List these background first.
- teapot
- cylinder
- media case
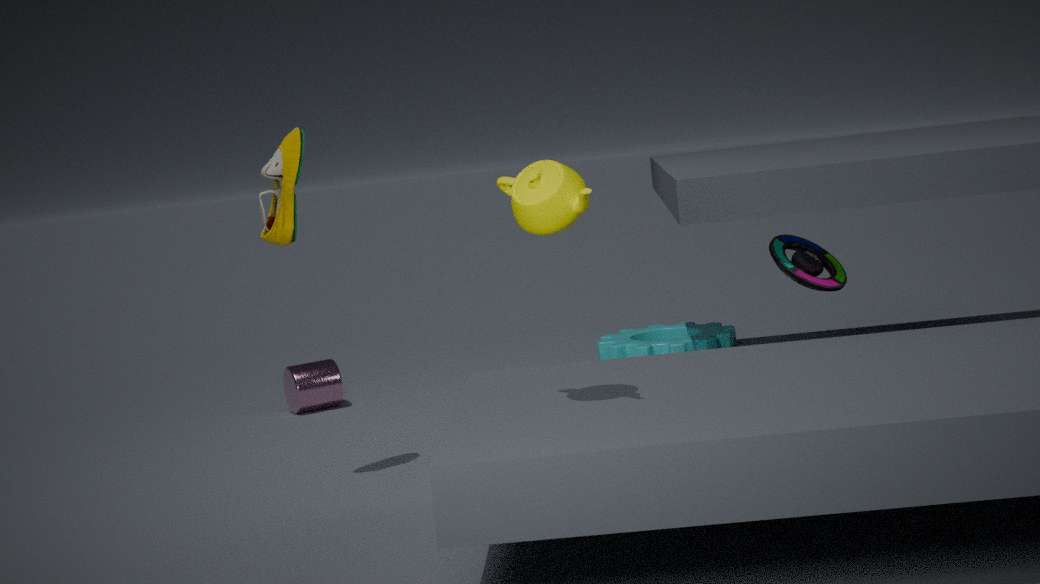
cylinder, media case, teapot
